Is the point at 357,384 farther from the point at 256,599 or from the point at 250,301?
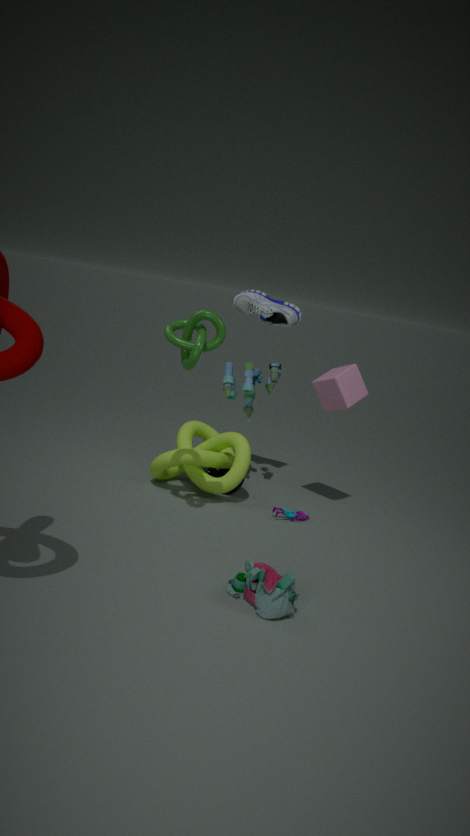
the point at 256,599
